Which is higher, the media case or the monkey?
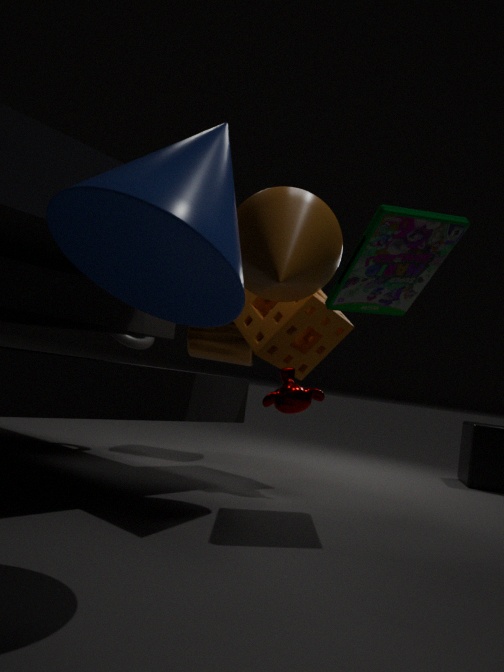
the media case
